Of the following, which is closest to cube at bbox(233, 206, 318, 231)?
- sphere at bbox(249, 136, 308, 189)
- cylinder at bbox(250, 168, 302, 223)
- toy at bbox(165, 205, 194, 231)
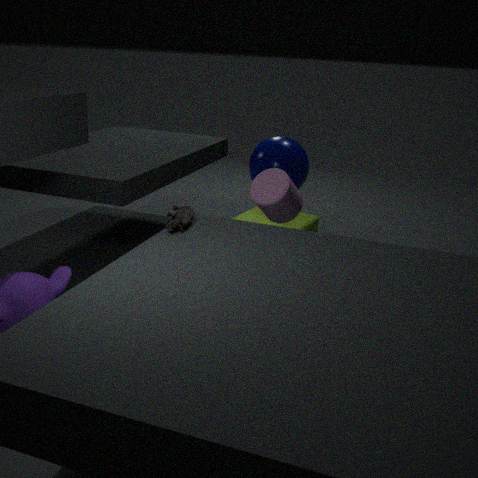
sphere at bbox(249, 136, 308, 189)
